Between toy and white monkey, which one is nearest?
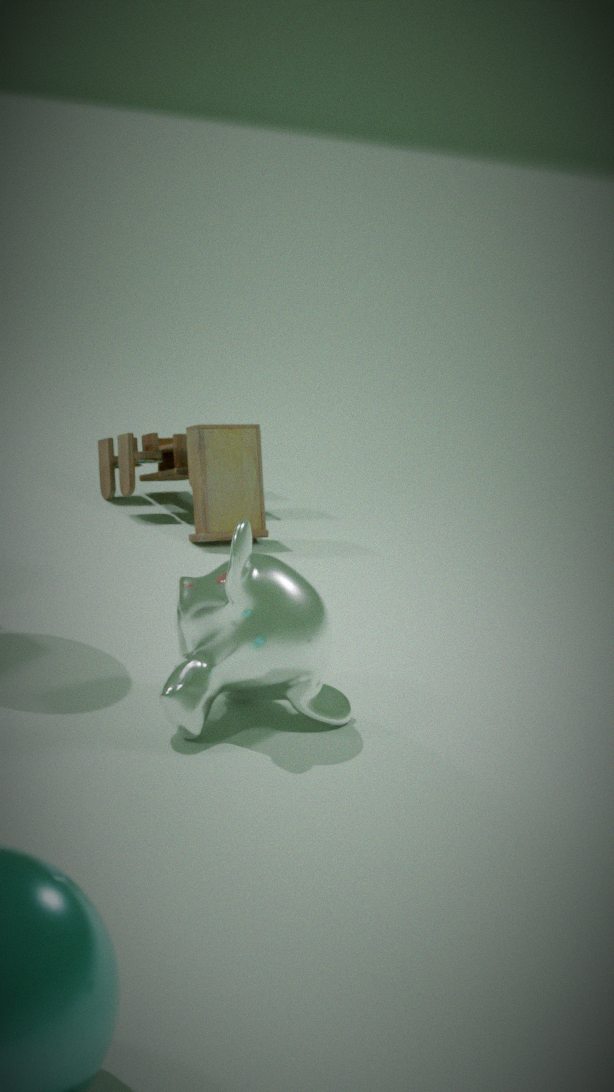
white monkey
